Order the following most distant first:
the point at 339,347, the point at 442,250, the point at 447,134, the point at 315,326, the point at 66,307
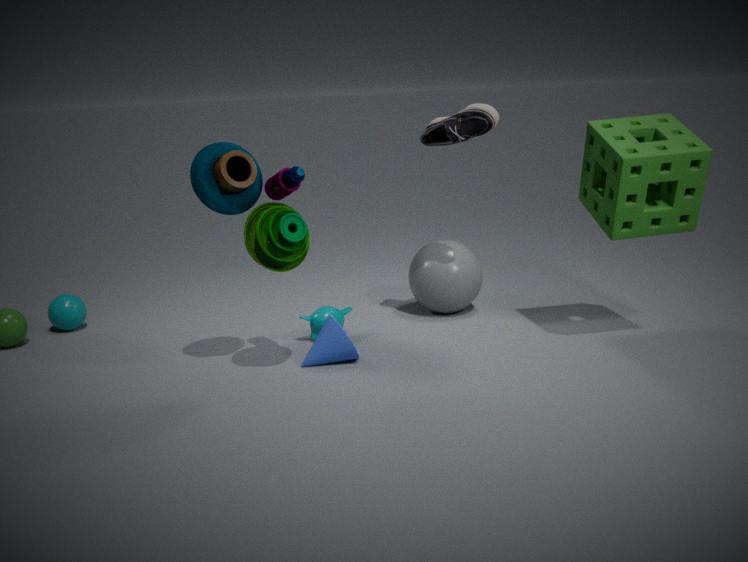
the point at 66,307
the point at 442,250
the point at 315,326
the point at 447,134
the point at 339,347
